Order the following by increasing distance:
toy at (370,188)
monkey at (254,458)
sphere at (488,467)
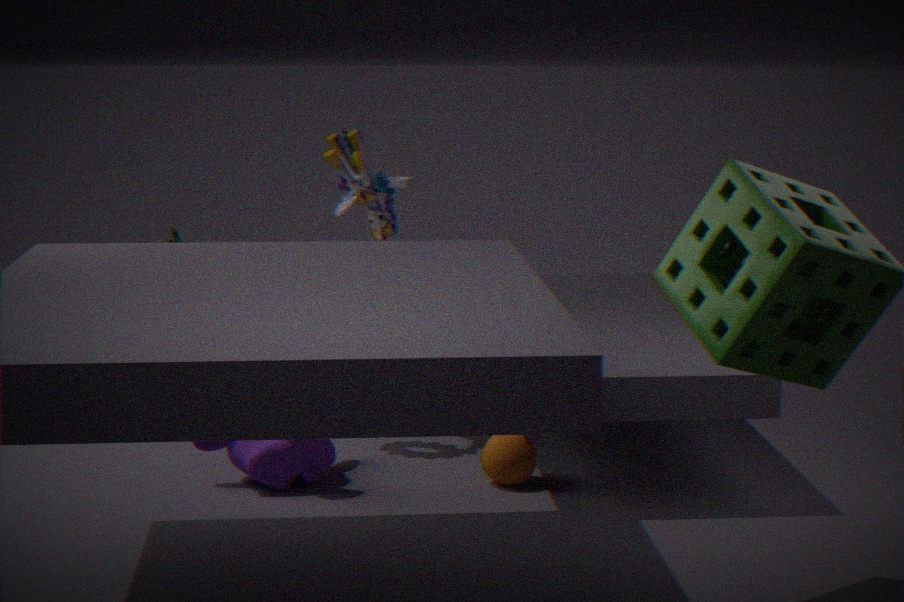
monkey at (254,458), sphere at (488,467), toy at (370,188)
